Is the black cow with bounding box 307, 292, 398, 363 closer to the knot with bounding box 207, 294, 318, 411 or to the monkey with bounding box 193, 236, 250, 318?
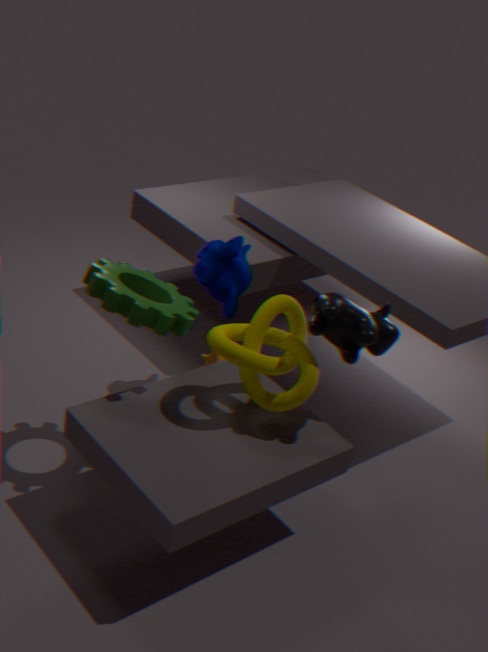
the knot with bounding box 207, 294, 318, 411
